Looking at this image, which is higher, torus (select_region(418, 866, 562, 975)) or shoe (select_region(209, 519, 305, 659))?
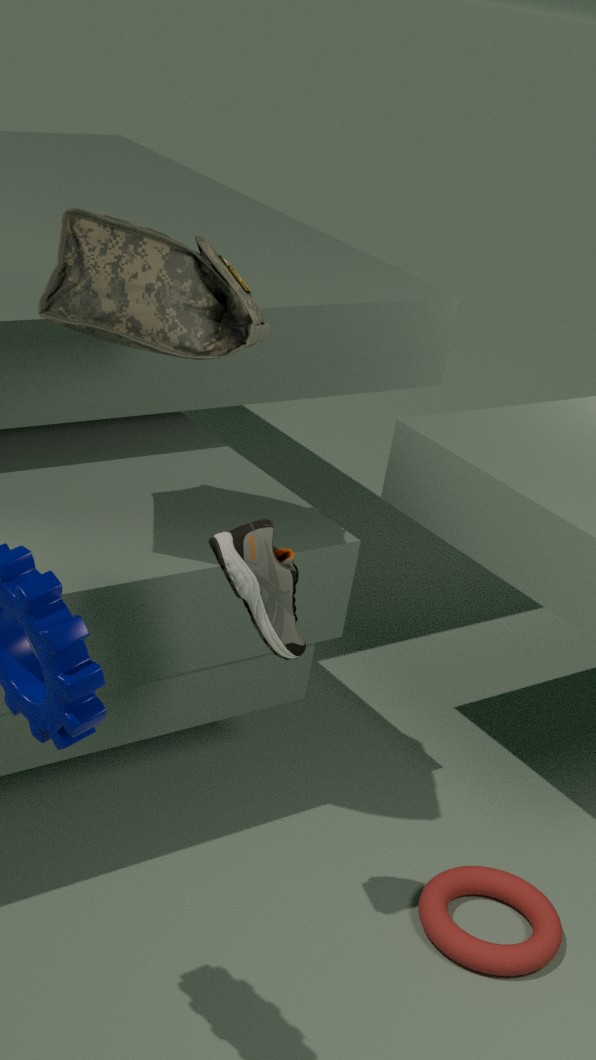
shoe (select_region(209, 519, 305, 659))
